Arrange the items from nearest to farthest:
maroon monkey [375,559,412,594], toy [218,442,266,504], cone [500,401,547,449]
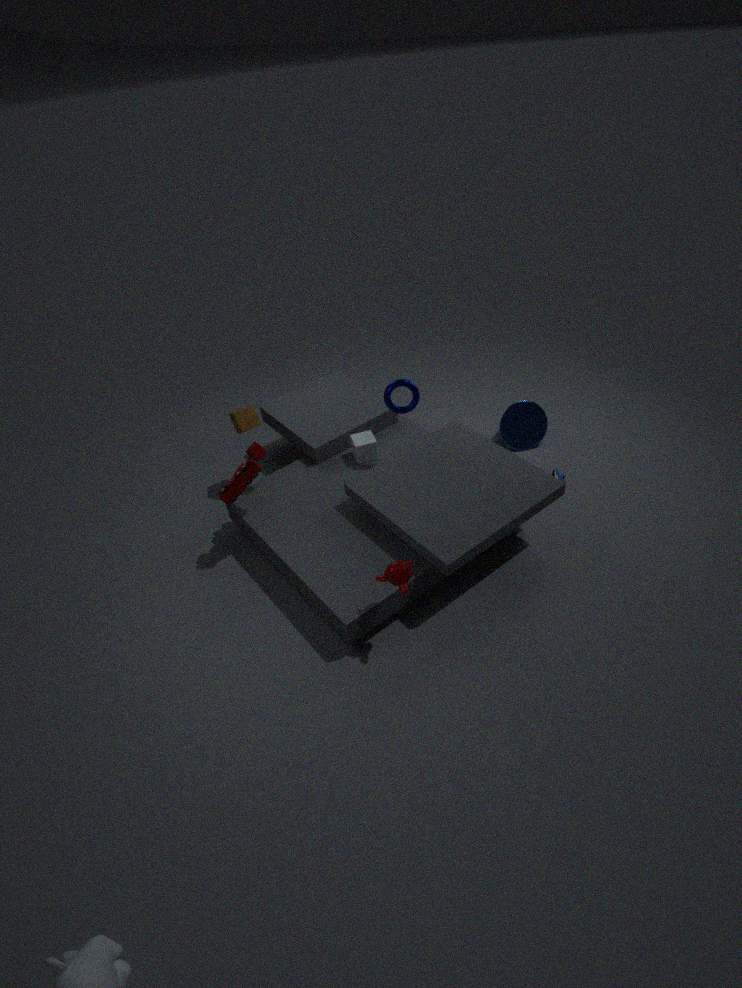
maroon monkey [375,559,412,594] < toy [218,442,266,504] < cone [500,401,547,449]
